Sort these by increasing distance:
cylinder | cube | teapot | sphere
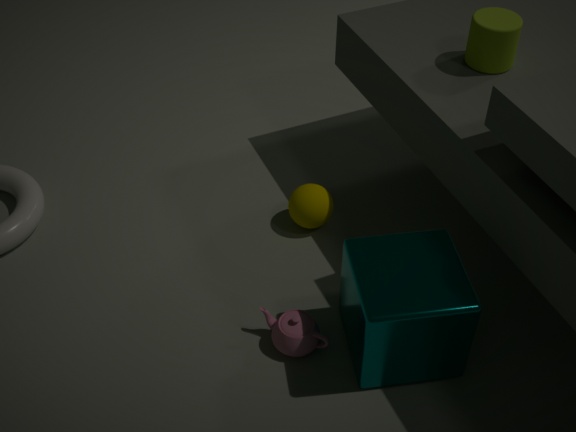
1. cube
2. teapot
3. cylinder
4. sphere
